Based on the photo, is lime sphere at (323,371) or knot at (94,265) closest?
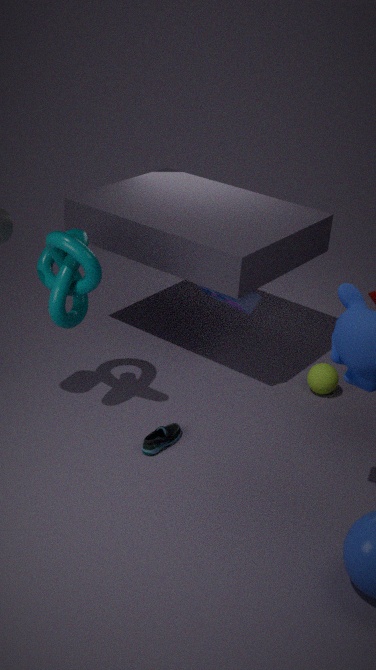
knot at (94,265)
